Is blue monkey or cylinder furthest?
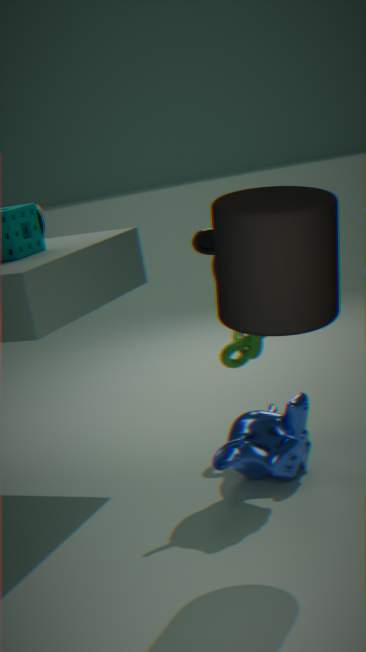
blue monkey
